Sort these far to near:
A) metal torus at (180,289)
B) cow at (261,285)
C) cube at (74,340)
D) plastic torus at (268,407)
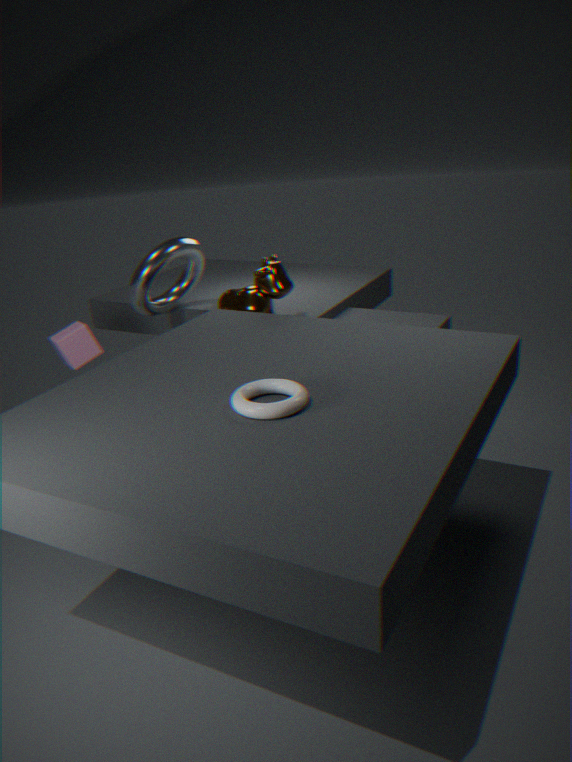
metal torus at (180,289), cube at (74,340), cow at (261,285), plastic torus at (268,407)
